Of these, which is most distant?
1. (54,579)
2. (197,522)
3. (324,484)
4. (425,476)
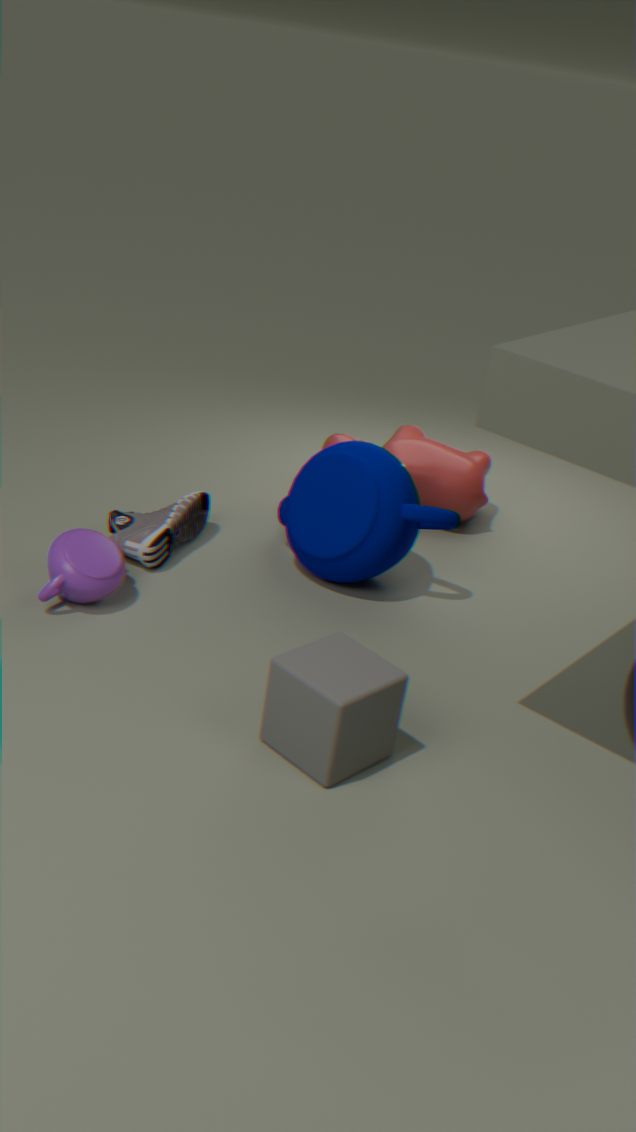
(425,476)
